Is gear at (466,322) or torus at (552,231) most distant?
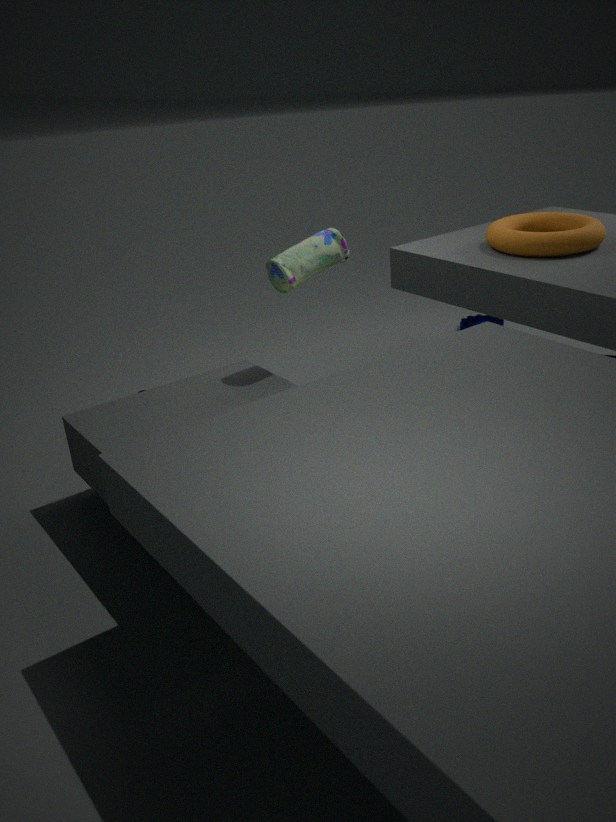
gear at (466,322)
